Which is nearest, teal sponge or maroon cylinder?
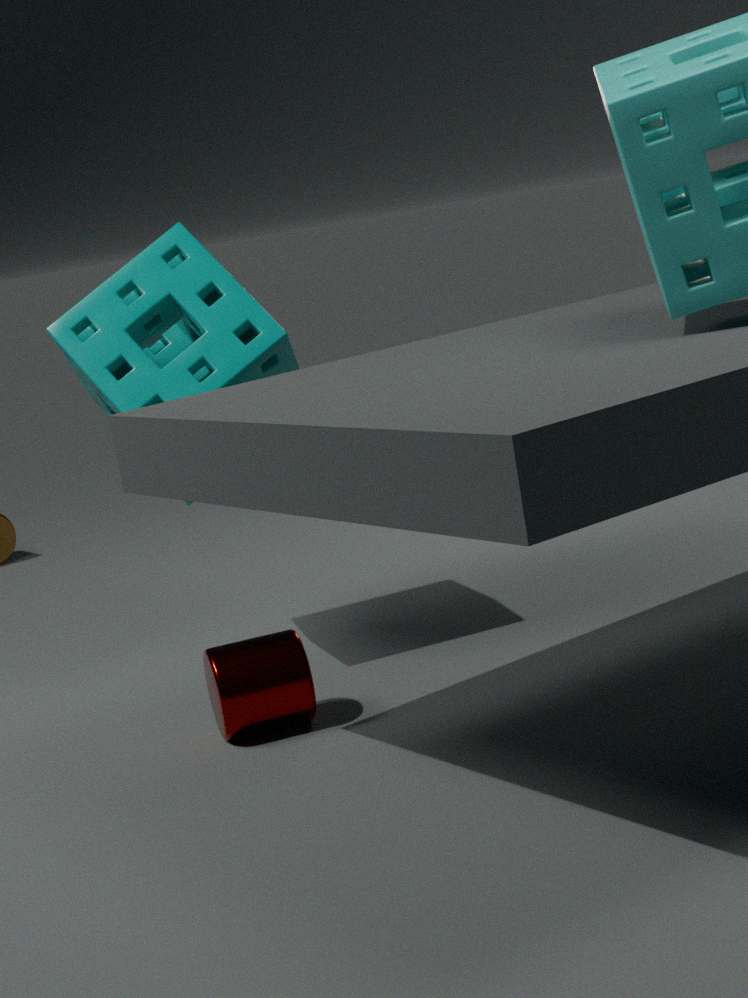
maroon cylinder
